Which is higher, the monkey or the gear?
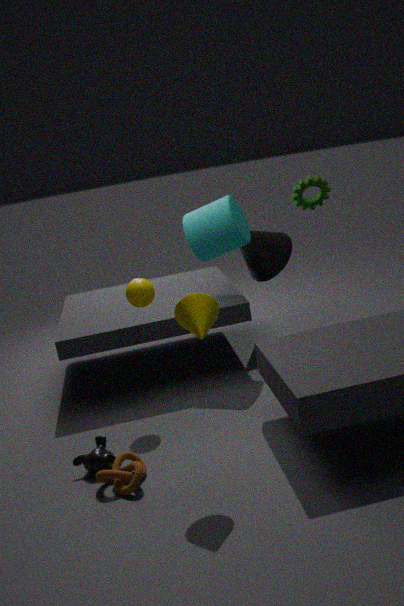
the gear
